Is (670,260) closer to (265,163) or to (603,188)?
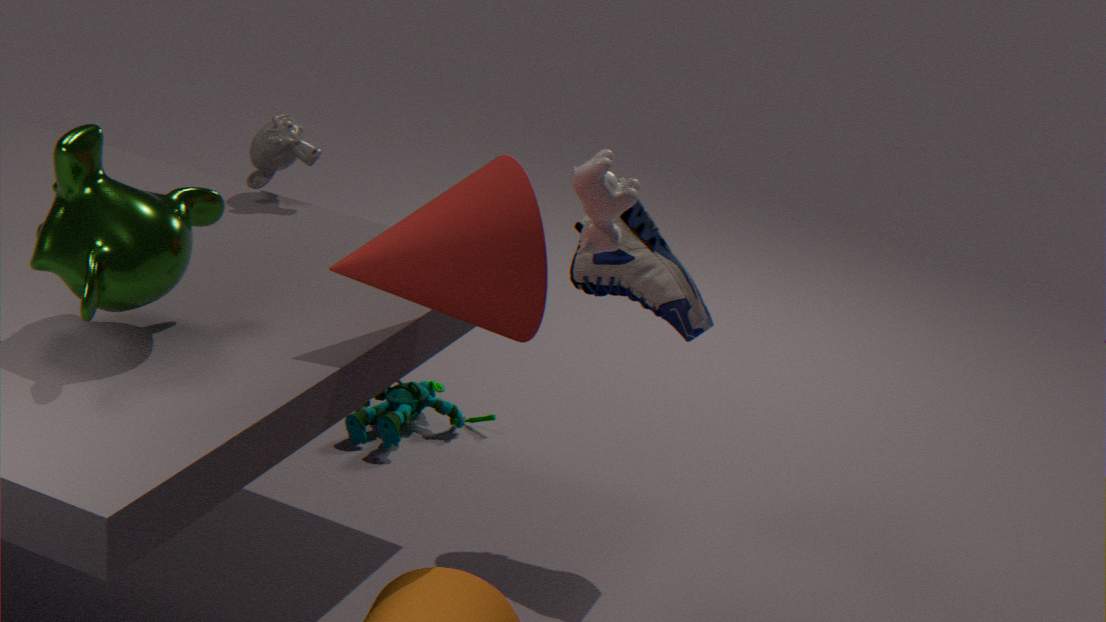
(603,188)
